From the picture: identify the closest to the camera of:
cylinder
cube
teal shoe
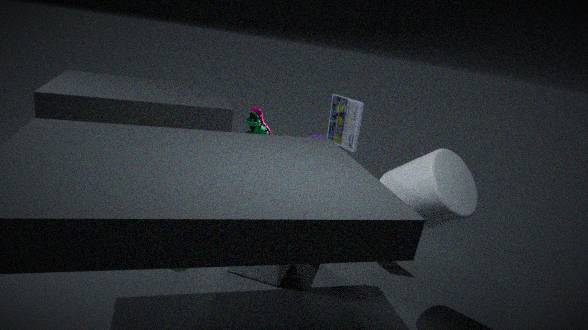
cylinder
